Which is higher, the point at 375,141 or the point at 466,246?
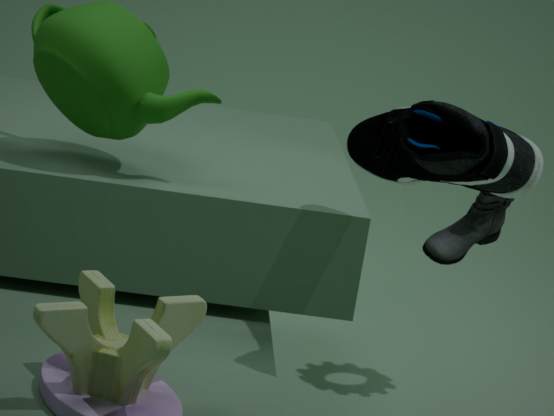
the point at 375,141
